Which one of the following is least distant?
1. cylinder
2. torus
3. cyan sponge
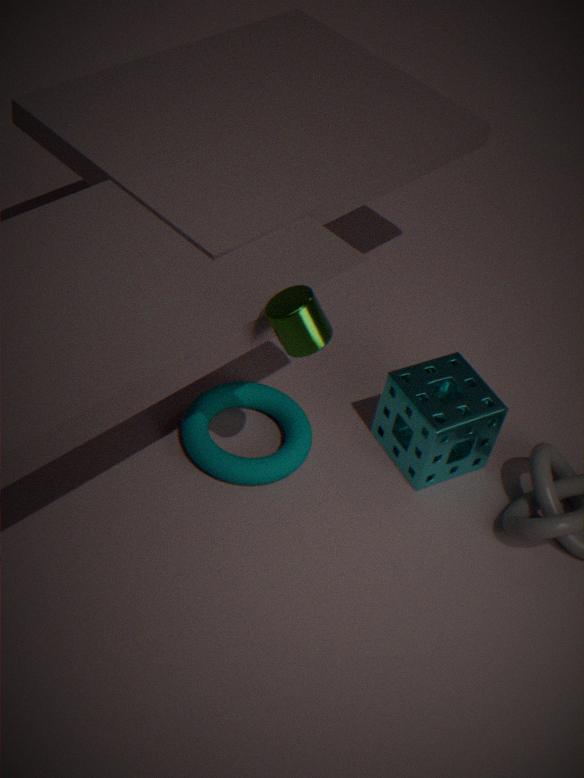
cylinder
